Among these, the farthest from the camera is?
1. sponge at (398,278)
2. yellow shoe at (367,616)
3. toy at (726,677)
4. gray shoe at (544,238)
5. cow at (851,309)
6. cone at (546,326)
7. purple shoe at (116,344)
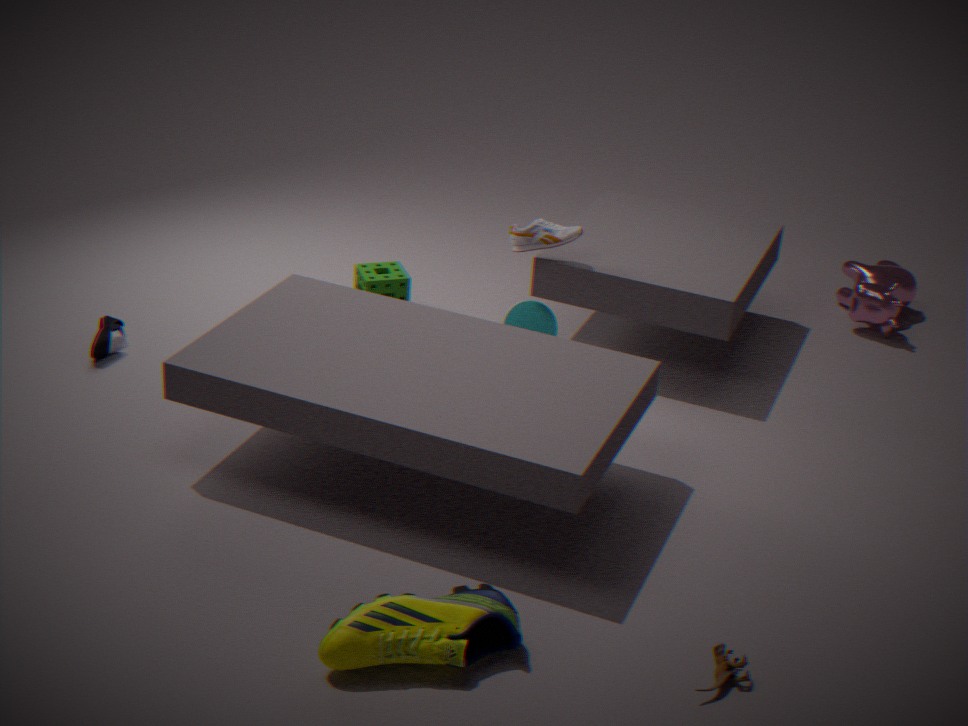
cow at (851,309)
